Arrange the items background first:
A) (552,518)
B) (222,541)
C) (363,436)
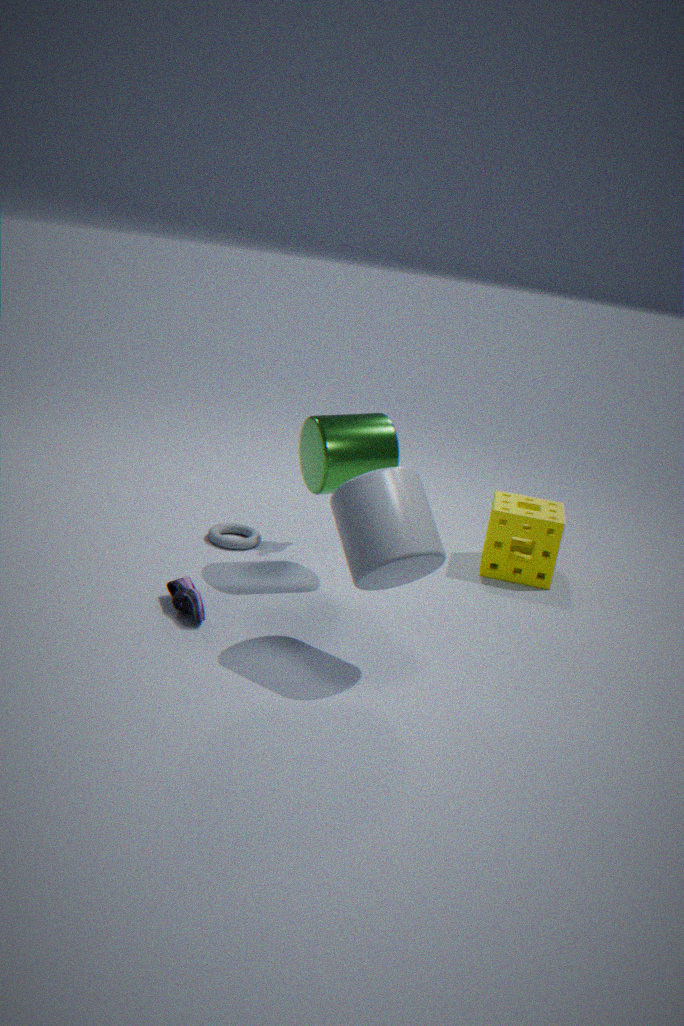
(552,518) < (222,541) < (363,436)
